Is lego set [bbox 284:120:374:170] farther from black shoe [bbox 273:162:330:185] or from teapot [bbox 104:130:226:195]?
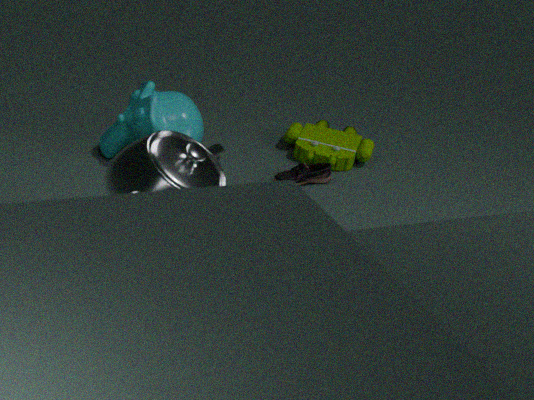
teapot [bbox 104:130:226:195]
